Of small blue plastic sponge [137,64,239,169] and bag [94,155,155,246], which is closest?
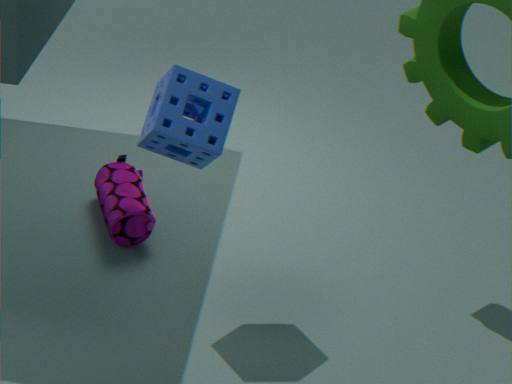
small blue plastic sponge [137,64,239,169]
